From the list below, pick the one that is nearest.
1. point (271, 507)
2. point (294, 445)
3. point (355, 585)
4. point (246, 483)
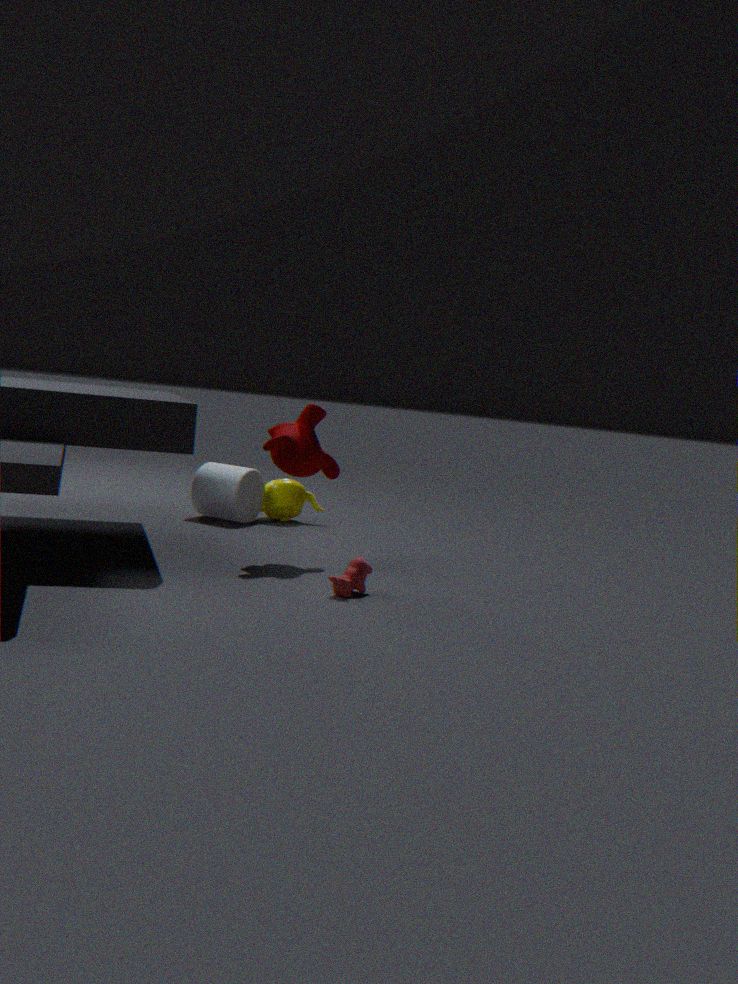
point (355, 585)
